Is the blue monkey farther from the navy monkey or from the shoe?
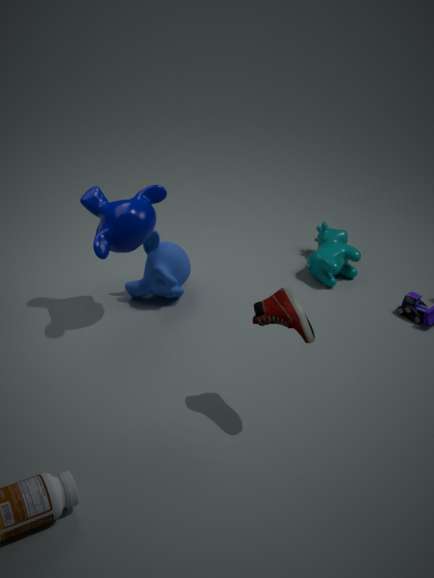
the shoe
